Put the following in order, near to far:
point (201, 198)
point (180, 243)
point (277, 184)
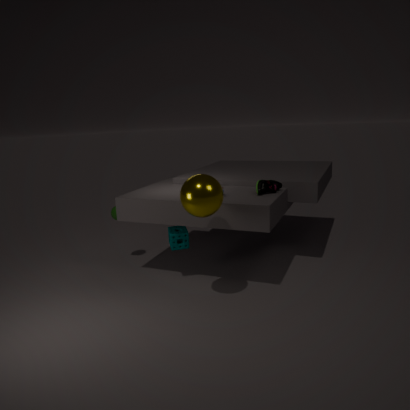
point (201, 198), point (277, 184), point (180, 243)
